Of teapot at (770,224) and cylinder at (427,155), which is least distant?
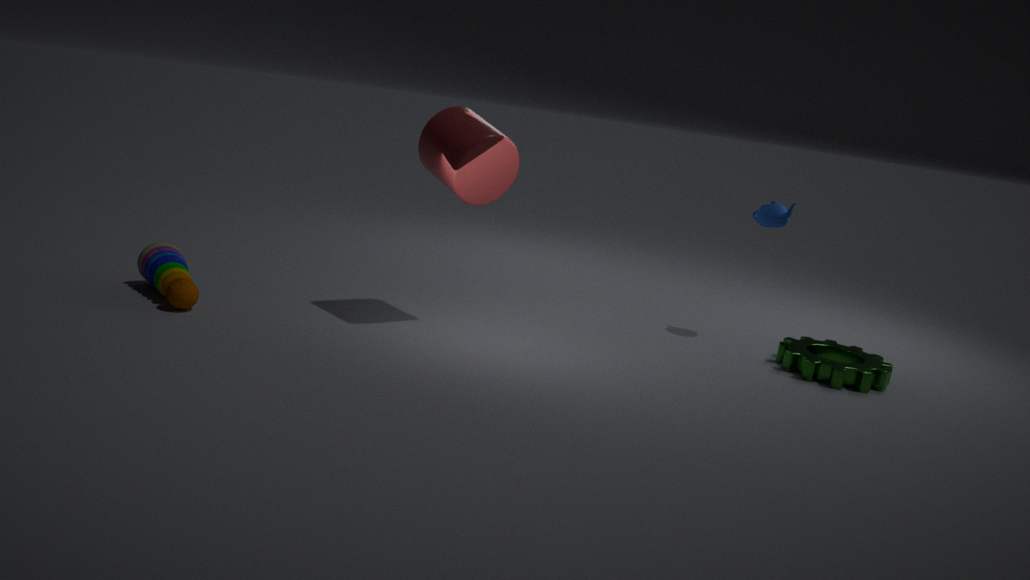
cylinder at (427,155)
